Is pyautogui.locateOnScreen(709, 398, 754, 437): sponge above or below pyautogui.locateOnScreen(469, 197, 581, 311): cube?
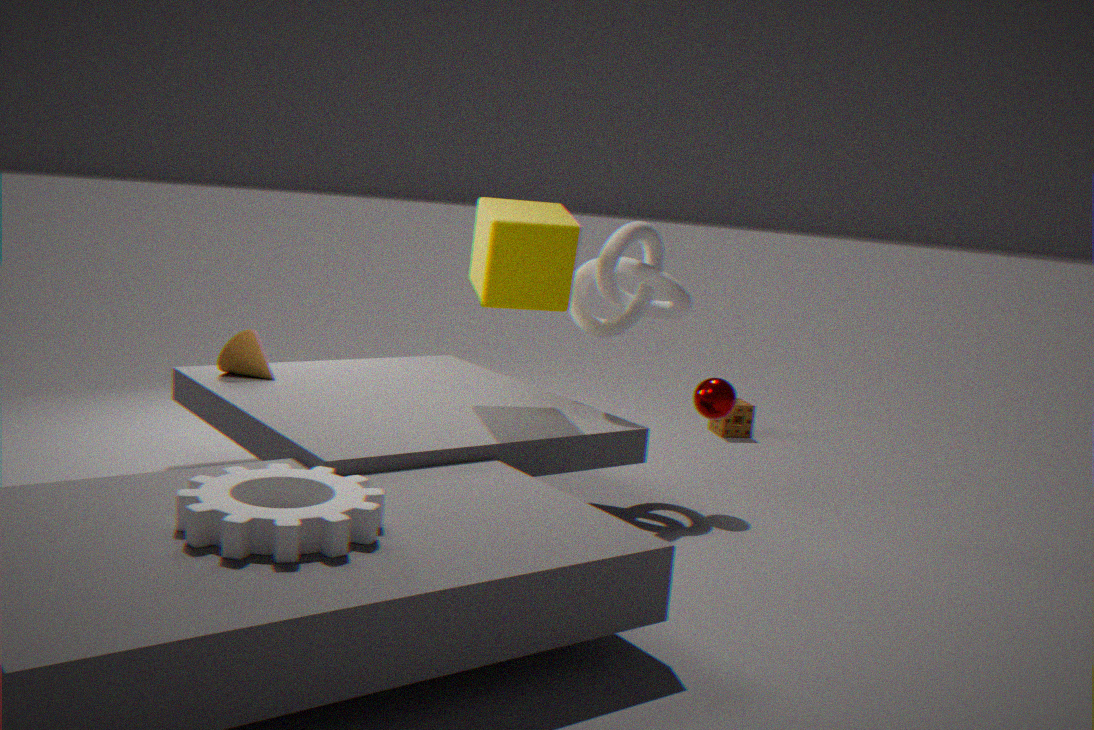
below
